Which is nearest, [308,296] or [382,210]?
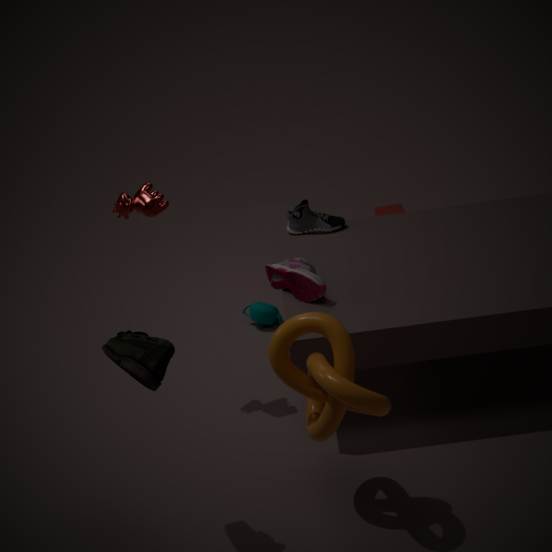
[308,296]
